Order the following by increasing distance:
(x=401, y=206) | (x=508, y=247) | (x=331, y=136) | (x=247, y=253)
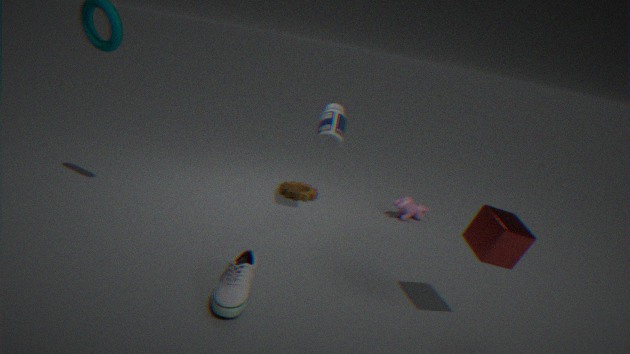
(x=508, y=247), (x=247, y=253), (x=331, y=136), (x=401, y=206)
